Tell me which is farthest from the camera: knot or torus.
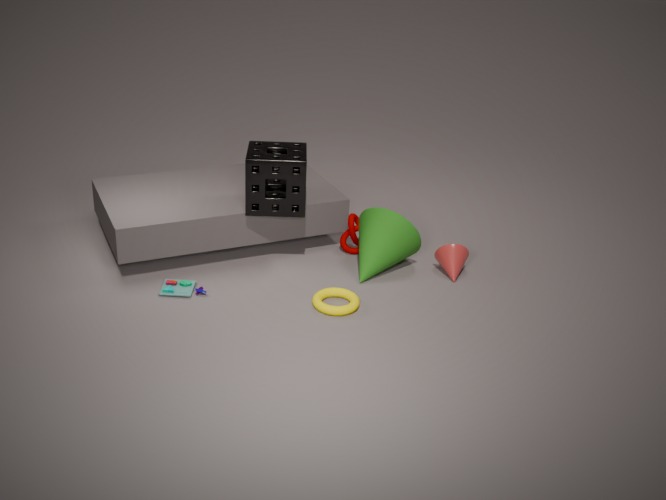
knot
